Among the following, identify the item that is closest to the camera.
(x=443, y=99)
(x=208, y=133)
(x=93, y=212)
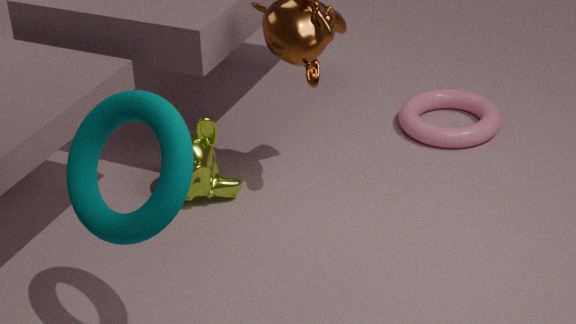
(x=93, y=212)
